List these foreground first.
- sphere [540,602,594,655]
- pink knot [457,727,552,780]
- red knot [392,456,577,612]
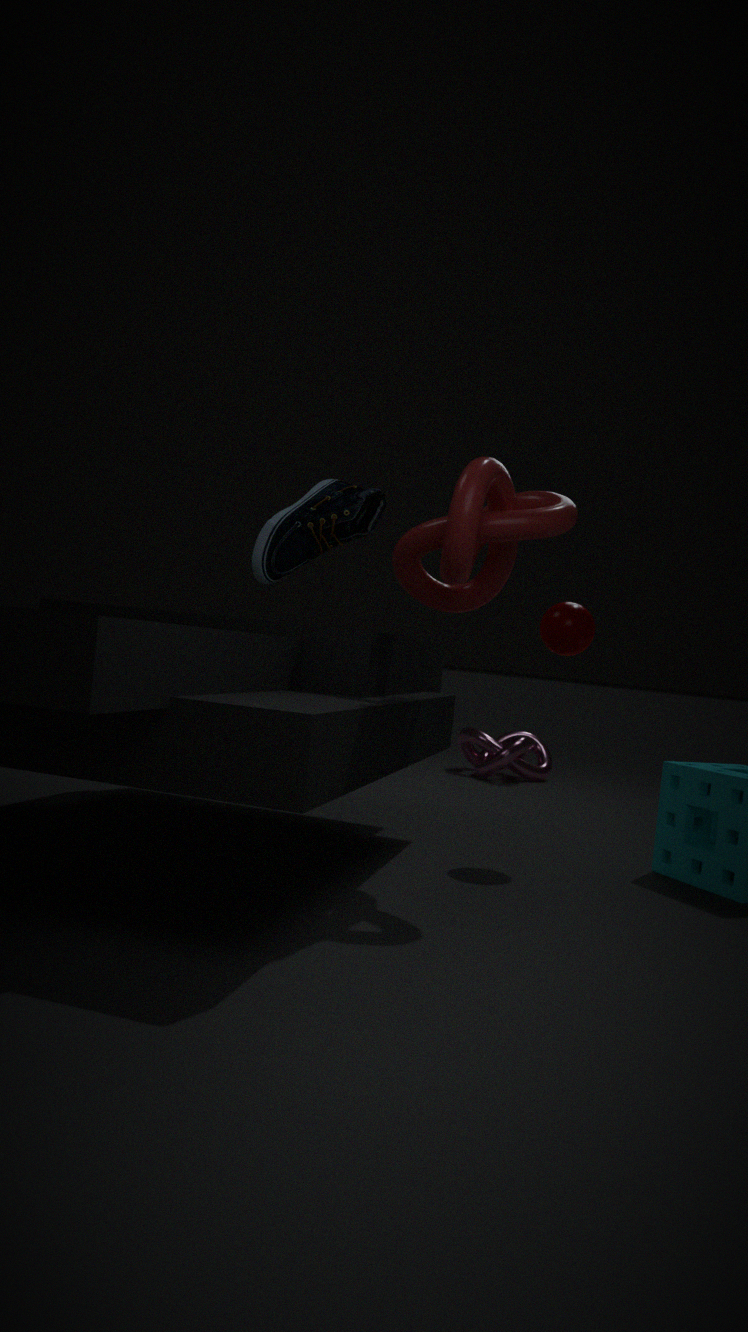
red knot [392,456,577,612] → sphere [540,602,594,655] → pink knot [457,727,552,780]
